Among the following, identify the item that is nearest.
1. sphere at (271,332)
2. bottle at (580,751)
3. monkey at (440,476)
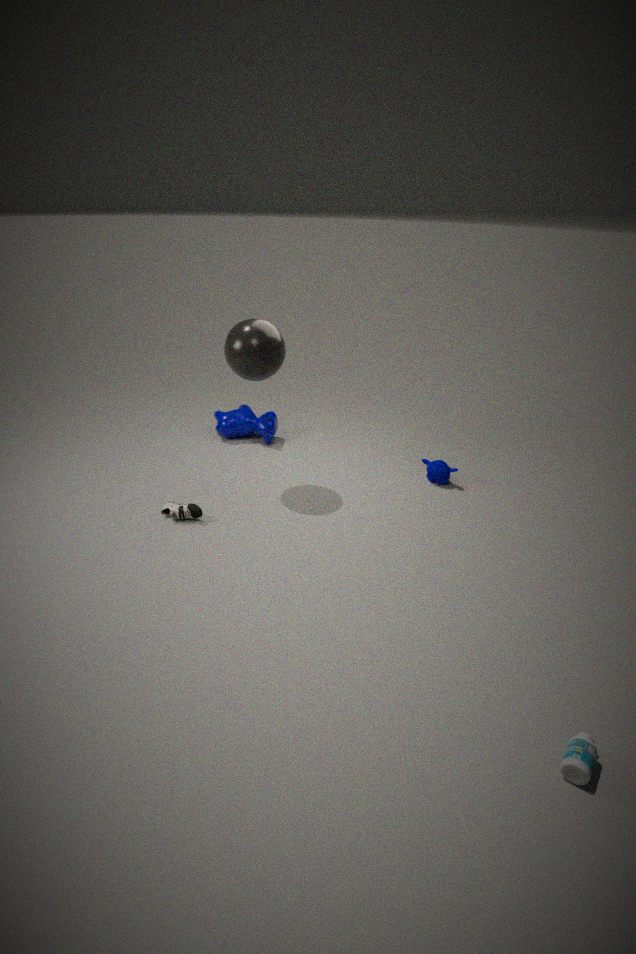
bottle at (580,751)
